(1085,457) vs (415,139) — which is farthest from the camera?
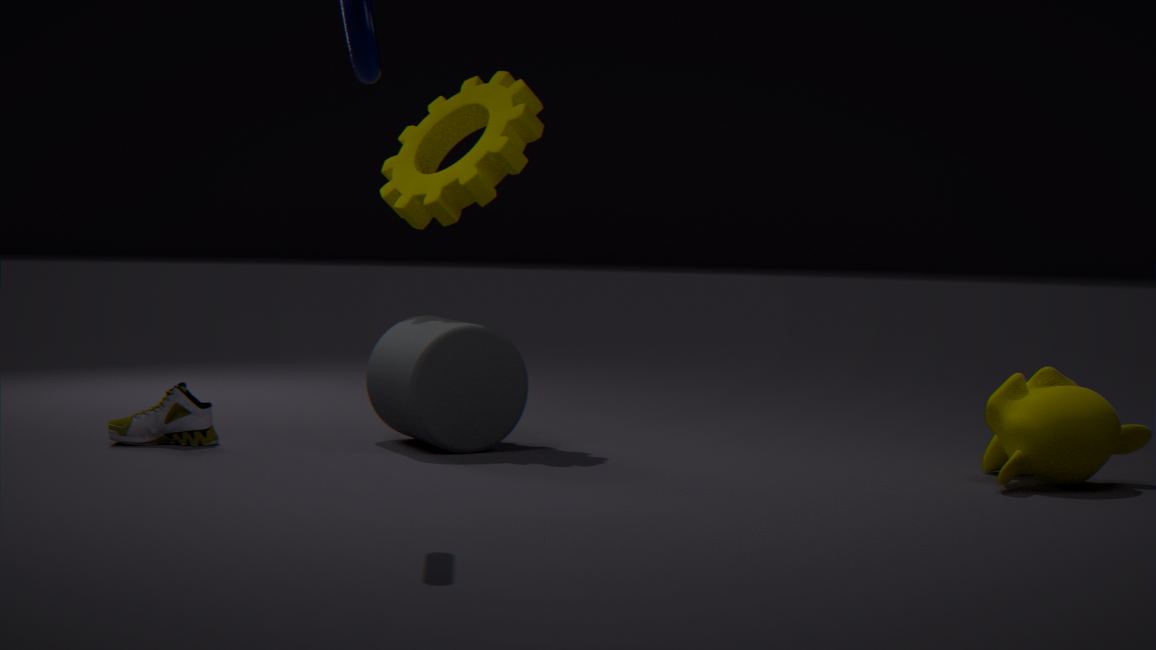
(415,139)
